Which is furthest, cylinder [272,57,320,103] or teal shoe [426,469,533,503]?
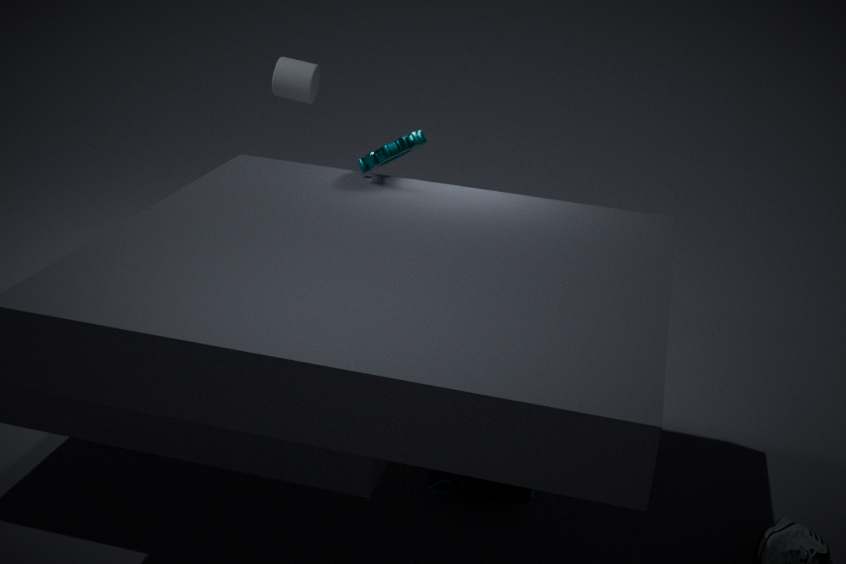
cylinder [272,57,320,103]
